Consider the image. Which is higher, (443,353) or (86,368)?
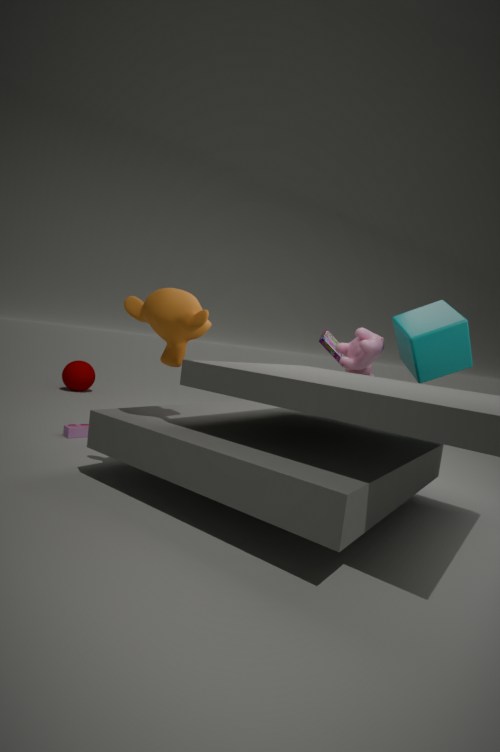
(443,353)
